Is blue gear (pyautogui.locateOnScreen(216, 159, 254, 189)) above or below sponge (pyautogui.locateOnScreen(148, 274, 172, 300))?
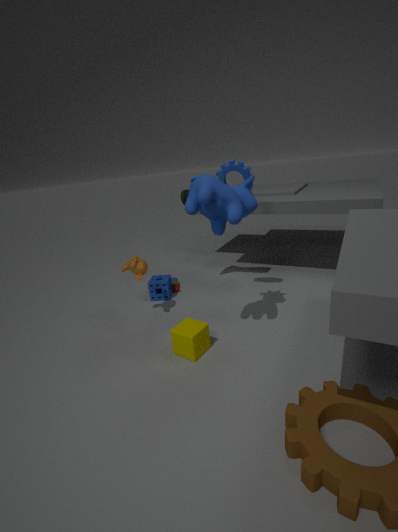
above
